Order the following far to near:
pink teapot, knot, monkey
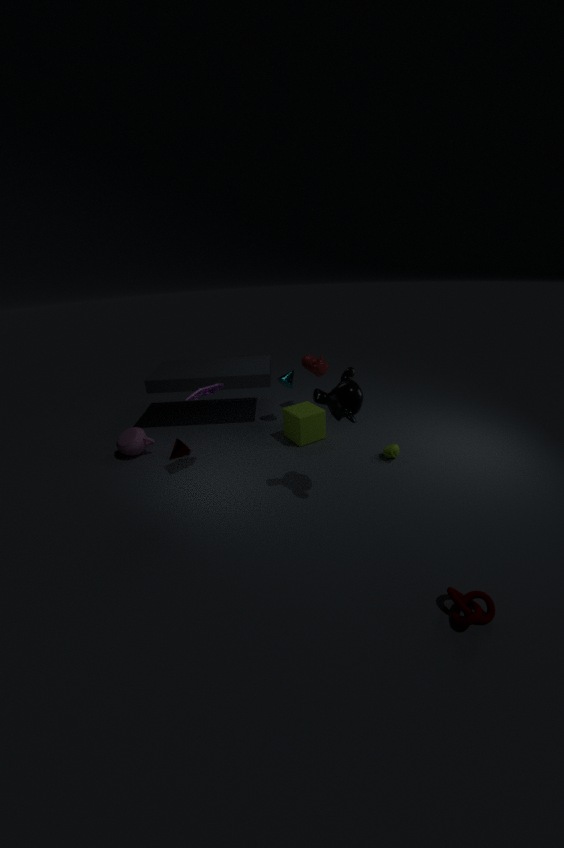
pink teapot, monkey, knot
